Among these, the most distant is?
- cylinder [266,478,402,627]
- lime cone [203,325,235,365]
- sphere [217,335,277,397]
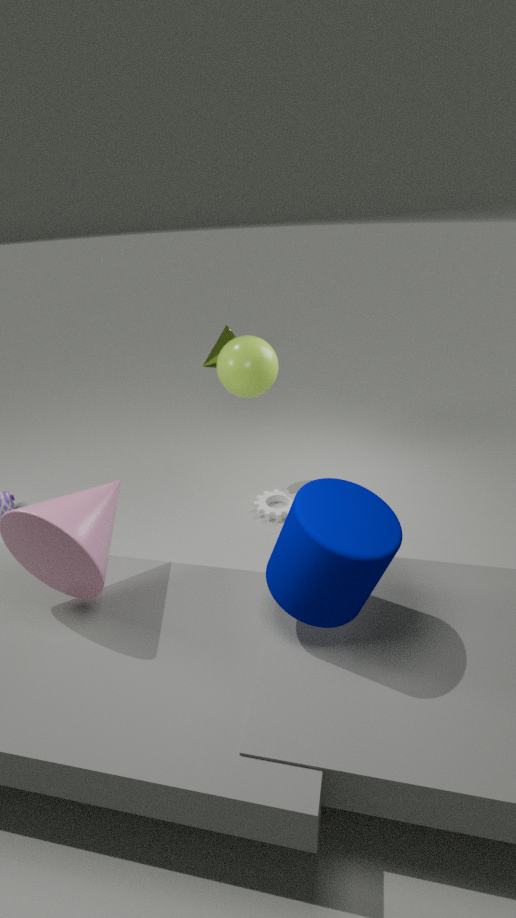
lime cone [203,325,235,365]
